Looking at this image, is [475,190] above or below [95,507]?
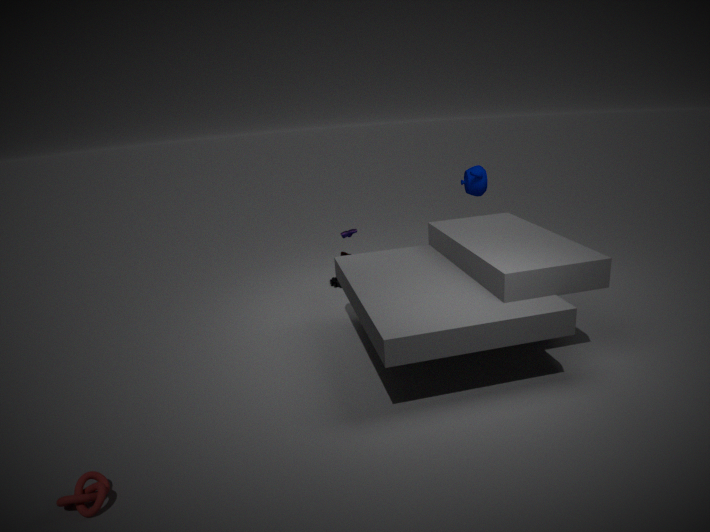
above
